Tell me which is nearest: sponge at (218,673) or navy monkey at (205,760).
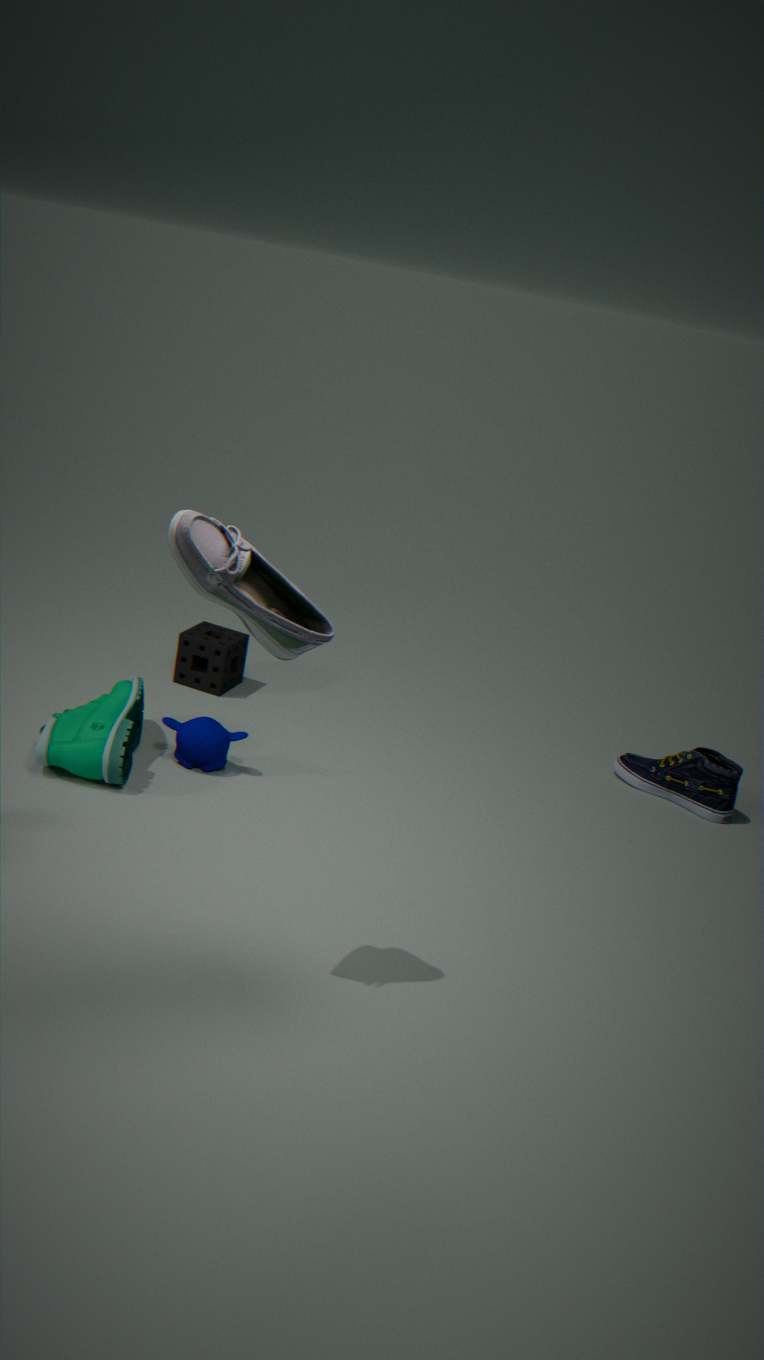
navy monkey at (205,760)
